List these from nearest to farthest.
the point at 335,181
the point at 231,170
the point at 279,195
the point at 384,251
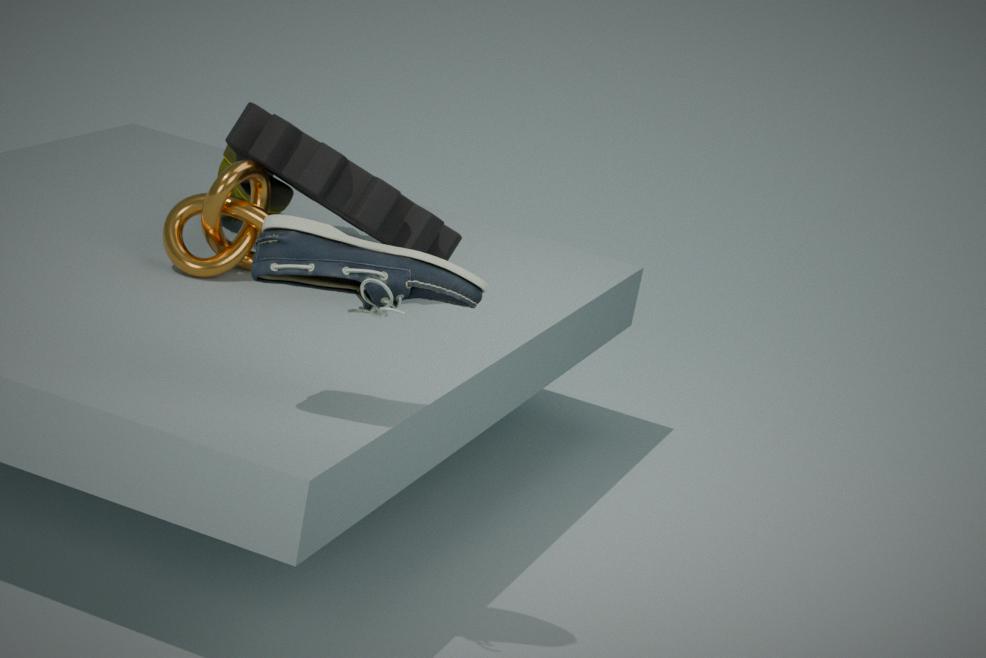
the point at 384,251
the point at 231,170
the point at 335,181
the point at 279,195
